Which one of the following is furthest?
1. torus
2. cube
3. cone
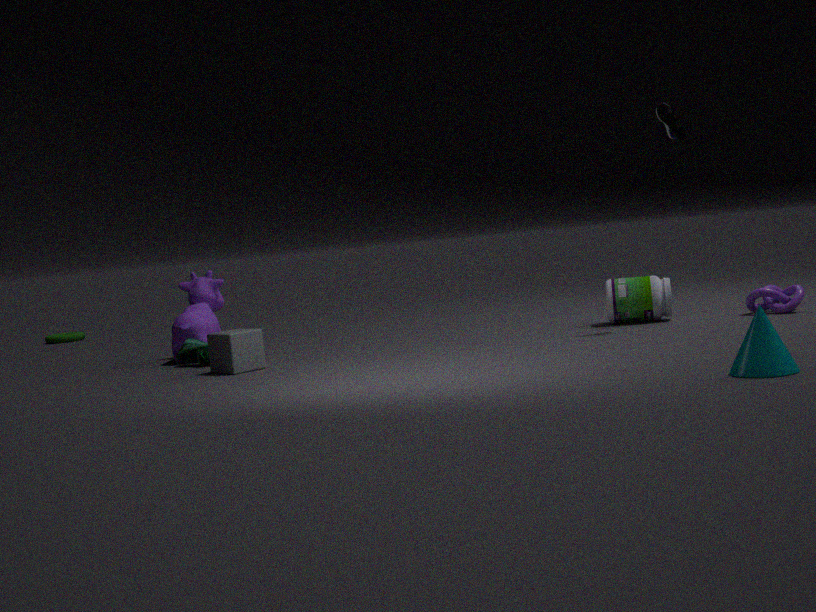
torus
